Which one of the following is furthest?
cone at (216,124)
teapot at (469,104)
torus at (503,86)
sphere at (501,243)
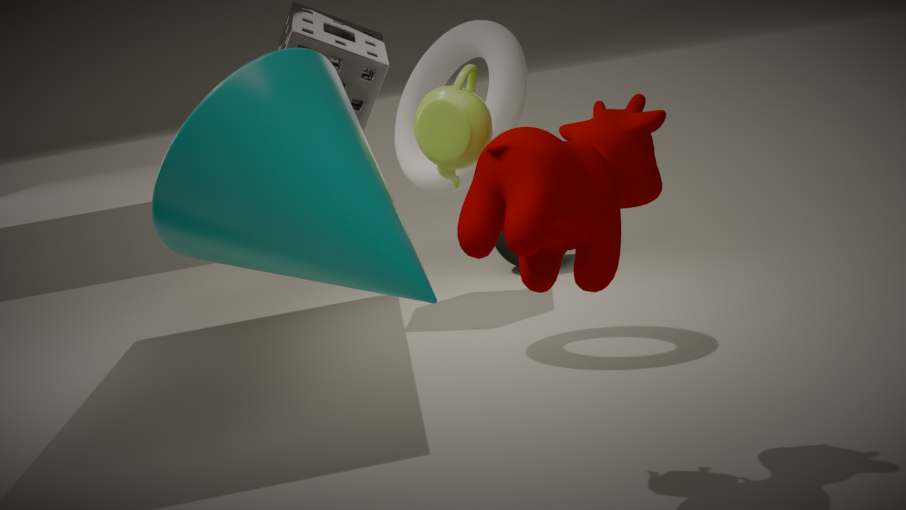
sphere at (501,243)
